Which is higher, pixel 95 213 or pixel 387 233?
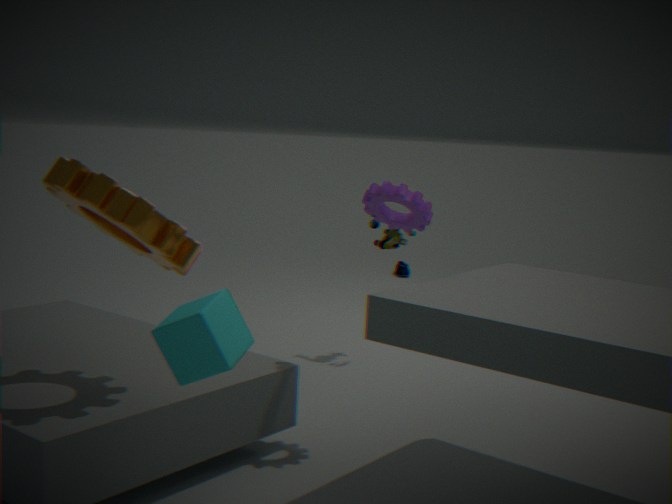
pixel 95 213
